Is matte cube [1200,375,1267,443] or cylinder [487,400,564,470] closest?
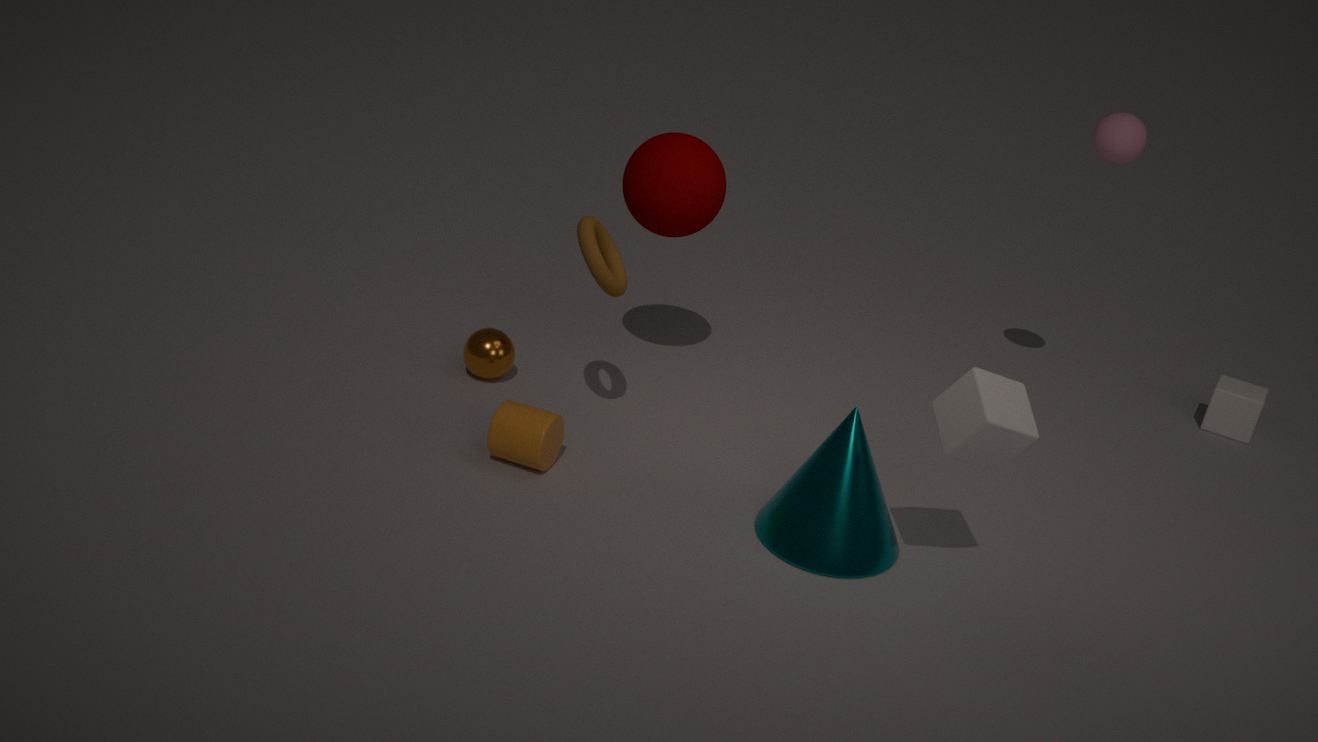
cylinder [487,400,564,470]
